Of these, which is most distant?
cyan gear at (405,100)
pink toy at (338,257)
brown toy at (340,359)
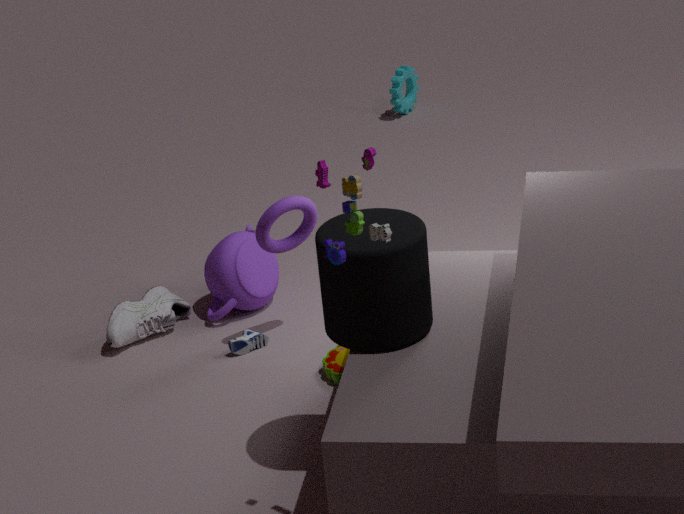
cyan gear at (405,100)
